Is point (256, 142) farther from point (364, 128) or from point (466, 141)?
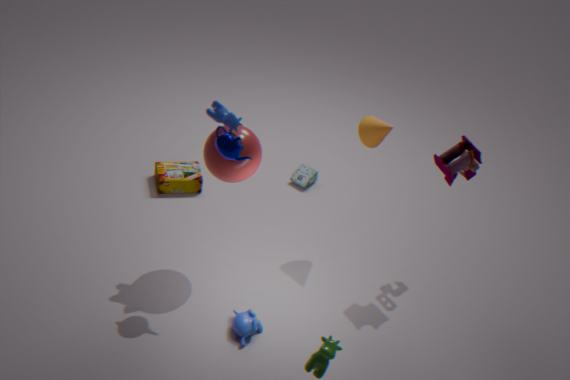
point (466, 141)
